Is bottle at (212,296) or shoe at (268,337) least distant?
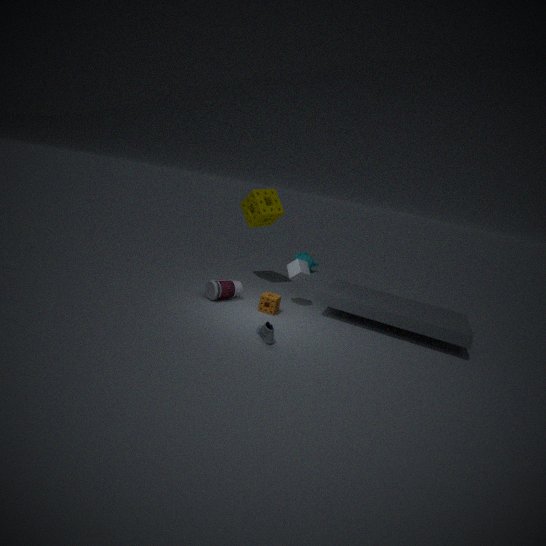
shoe at (268,337)
